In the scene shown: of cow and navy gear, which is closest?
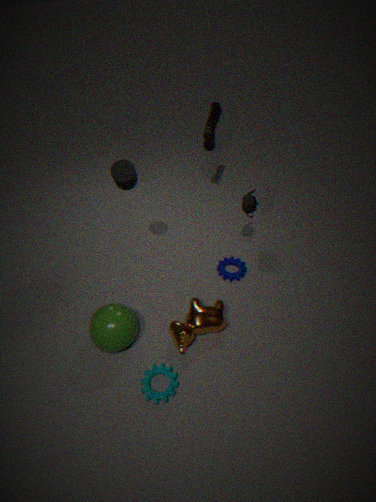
cow
